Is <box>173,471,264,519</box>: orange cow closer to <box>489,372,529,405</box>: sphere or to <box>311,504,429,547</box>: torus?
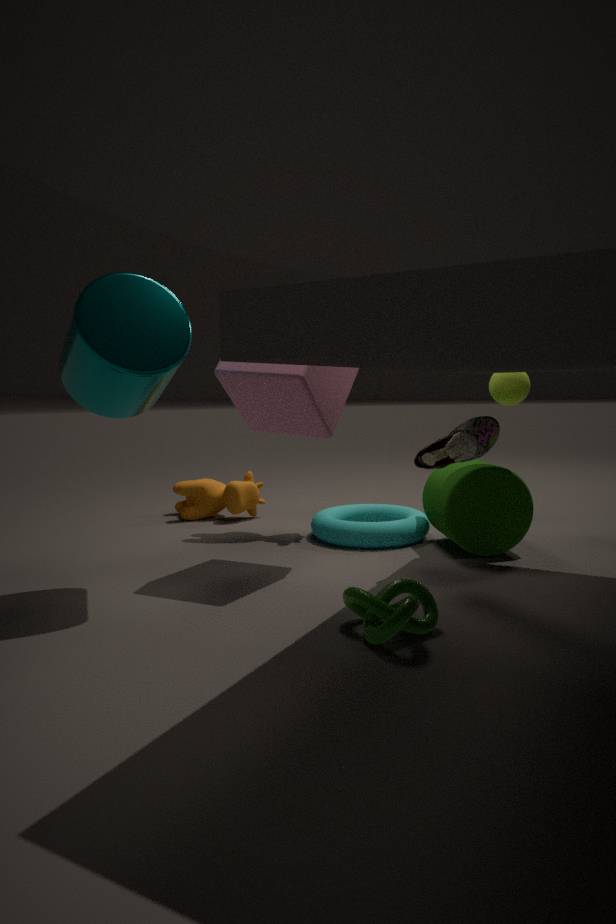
<box>311,504,429,547</box>: torus
